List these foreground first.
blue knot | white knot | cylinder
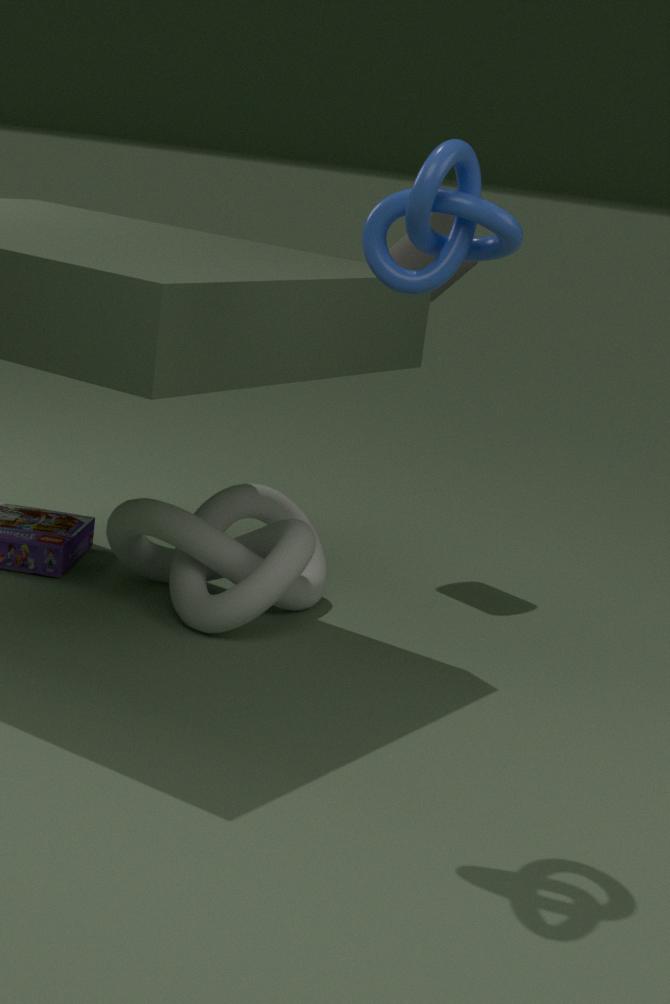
1. blue knot
2. white knot
3. cylinder
